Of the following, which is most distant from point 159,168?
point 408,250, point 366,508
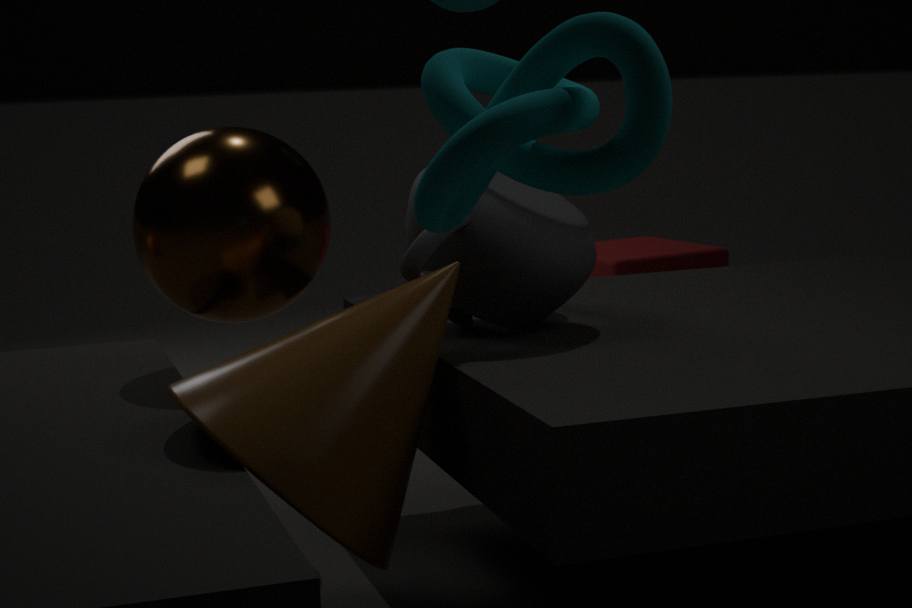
point 366,508
